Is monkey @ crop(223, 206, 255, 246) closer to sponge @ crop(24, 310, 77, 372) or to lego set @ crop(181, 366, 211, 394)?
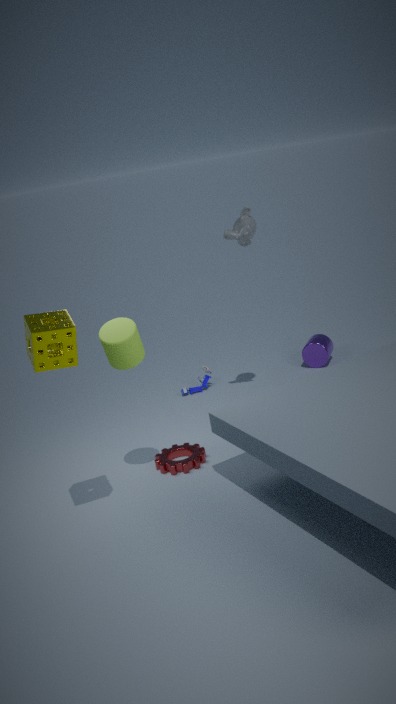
lego set @ crop(181, 366, 211, 394)
